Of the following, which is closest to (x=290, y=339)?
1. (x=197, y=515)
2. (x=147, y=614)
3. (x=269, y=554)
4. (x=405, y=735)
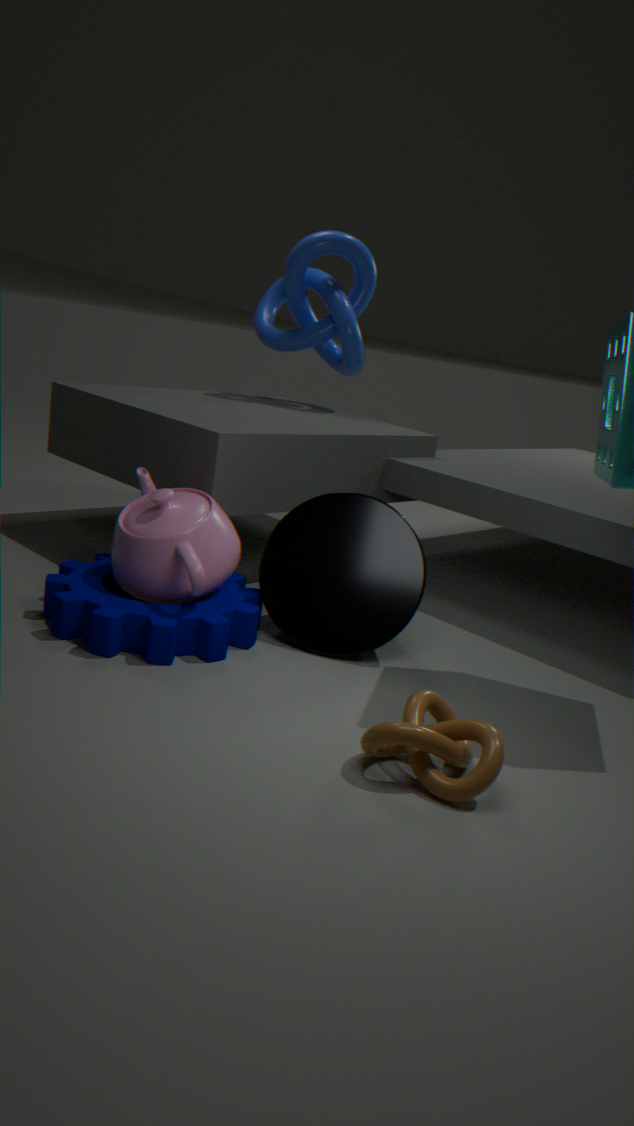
(x=269, y=554)
